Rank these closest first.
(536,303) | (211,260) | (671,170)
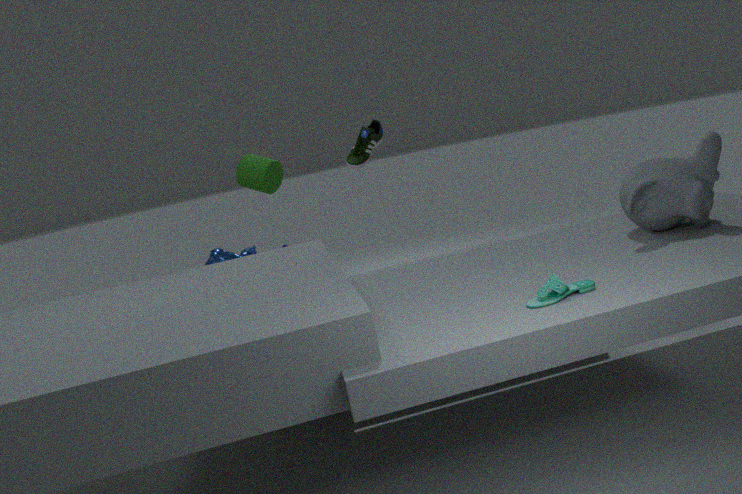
(536,303) < (671,170) < (211,260)
